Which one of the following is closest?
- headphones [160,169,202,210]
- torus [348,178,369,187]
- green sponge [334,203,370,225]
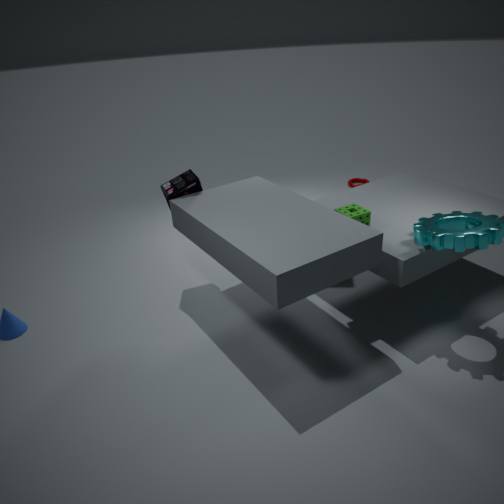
green sponge [334,203,370,225]
